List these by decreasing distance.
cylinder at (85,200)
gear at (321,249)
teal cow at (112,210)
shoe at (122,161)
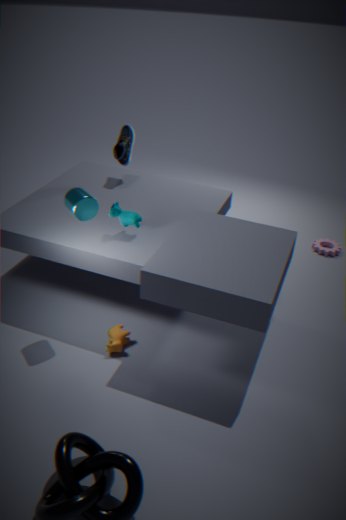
gear at (321,249) → shoe at (122,161) → teal cow at (112,210) → cylinder at (85,200)
